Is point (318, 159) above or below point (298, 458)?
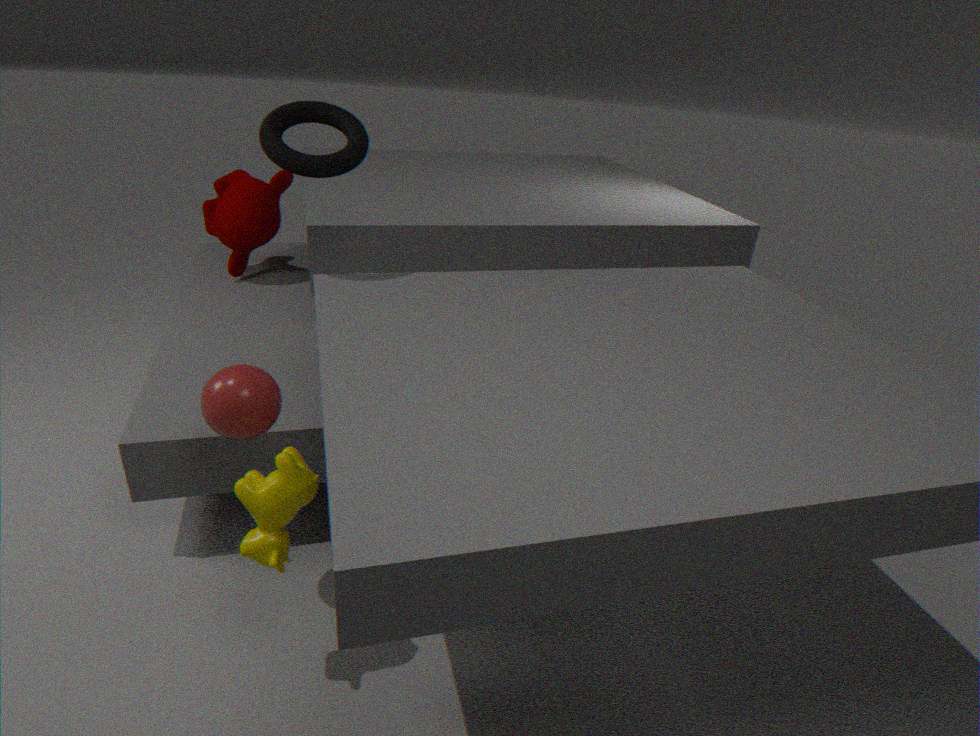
above
